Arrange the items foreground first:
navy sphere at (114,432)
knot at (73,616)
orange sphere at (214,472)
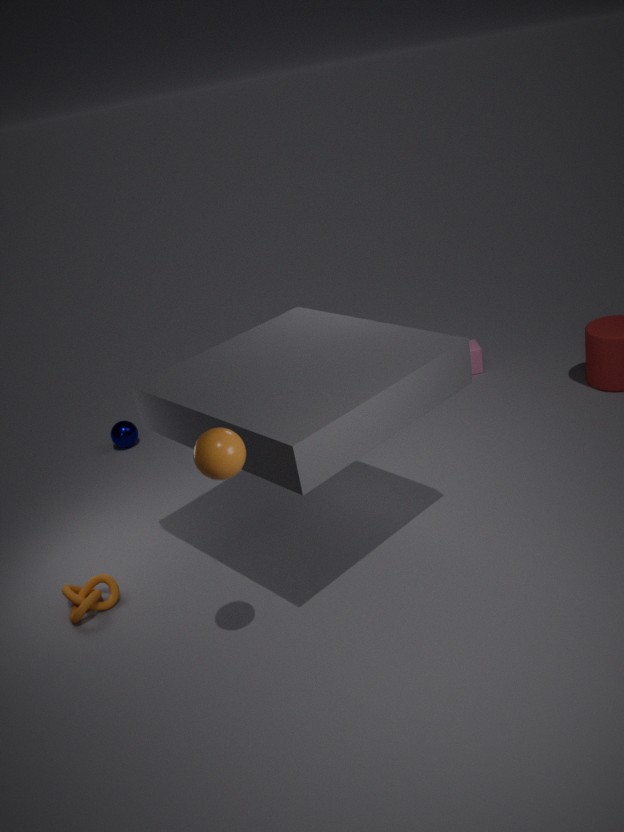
orange sphere at (214,472) → knot at (73,616) → navy sphere at (114,432)
